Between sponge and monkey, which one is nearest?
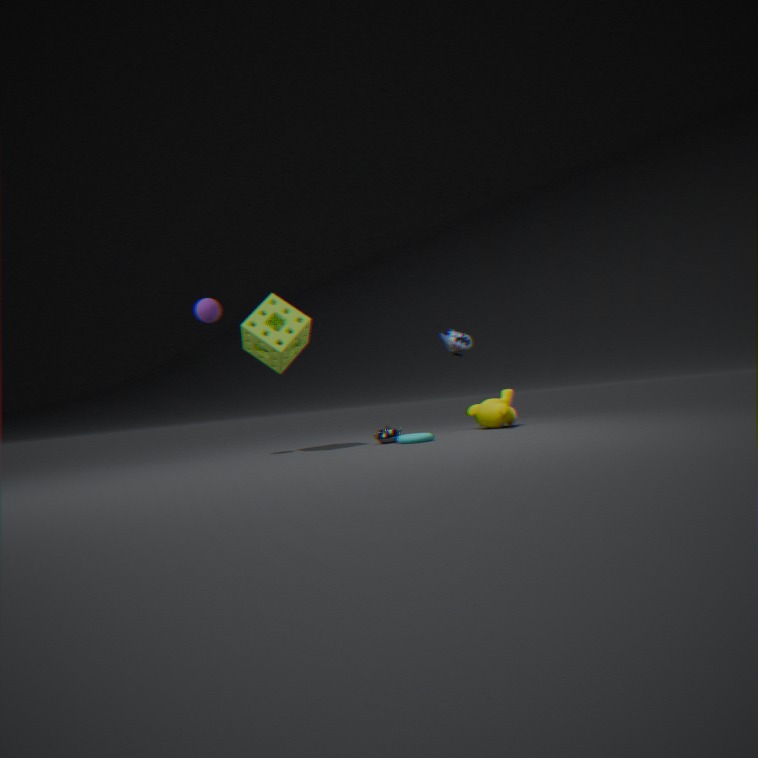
sponge
